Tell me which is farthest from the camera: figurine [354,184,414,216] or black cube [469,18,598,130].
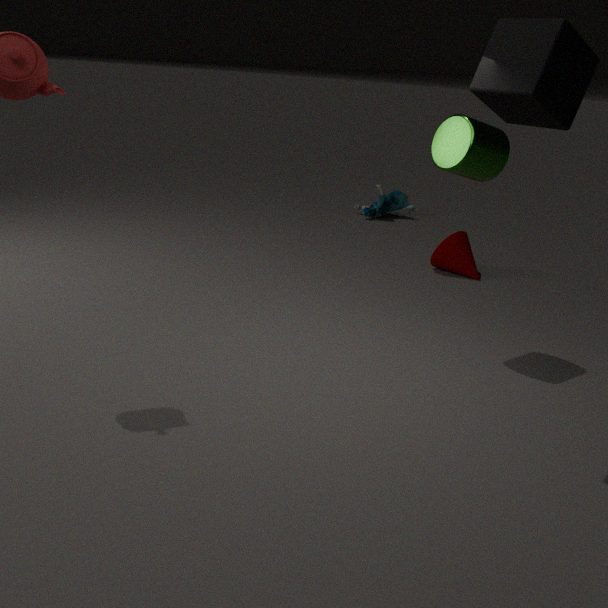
figurine [354,184,414,216]
